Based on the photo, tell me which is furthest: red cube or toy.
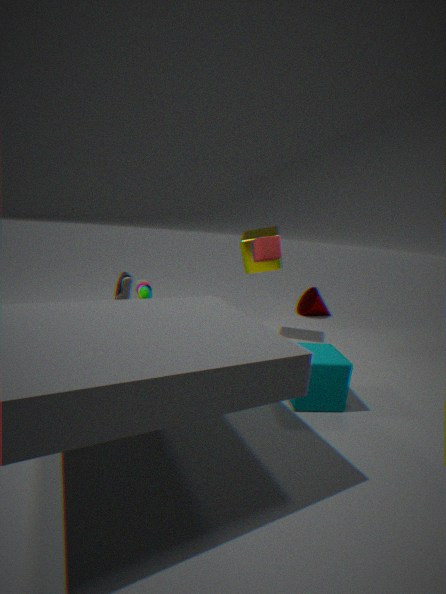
toy
